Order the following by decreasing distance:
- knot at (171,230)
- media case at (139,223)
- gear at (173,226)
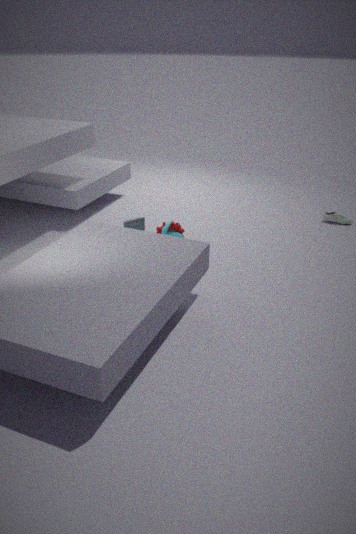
media case at (139,223), gear at (173,226), knot at (171,230)
